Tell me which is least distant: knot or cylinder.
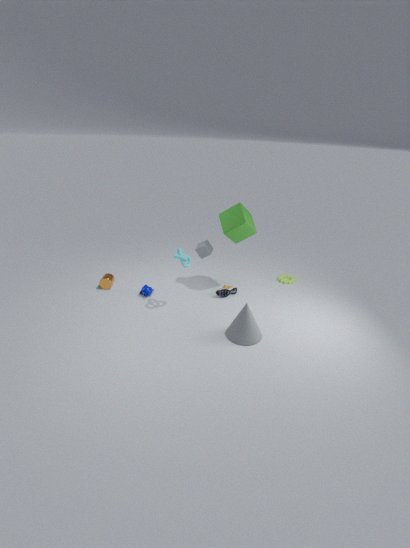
knot
